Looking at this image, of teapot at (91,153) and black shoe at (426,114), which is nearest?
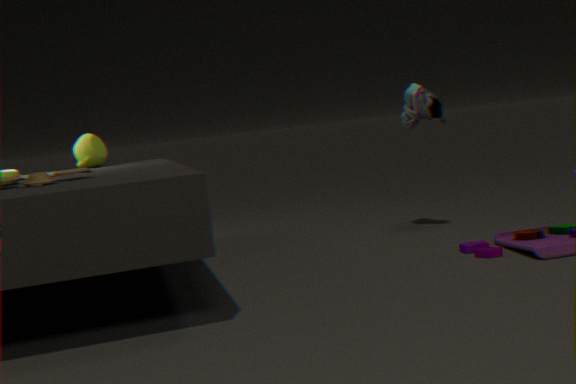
black shoe at (426,114)
